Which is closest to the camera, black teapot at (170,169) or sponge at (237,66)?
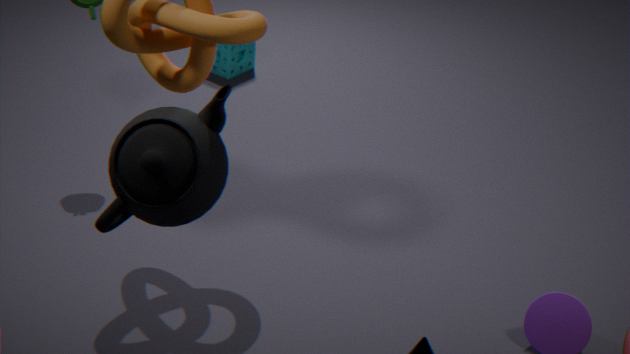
black teapot at (170,169)
